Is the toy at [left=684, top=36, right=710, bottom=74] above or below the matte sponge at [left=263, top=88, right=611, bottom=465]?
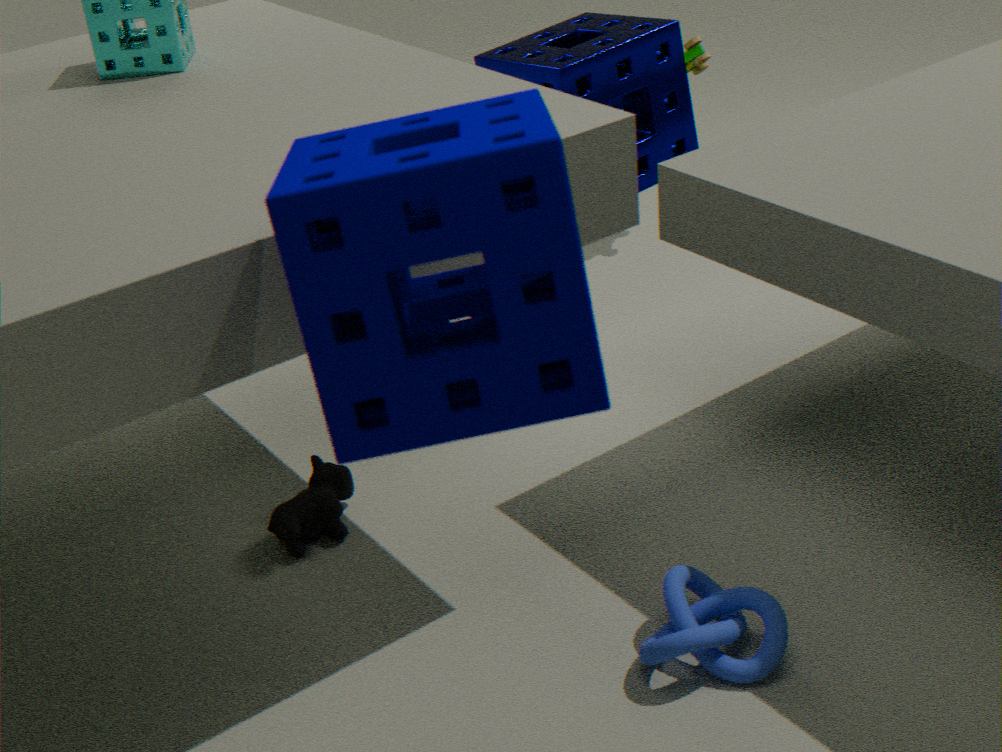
below
